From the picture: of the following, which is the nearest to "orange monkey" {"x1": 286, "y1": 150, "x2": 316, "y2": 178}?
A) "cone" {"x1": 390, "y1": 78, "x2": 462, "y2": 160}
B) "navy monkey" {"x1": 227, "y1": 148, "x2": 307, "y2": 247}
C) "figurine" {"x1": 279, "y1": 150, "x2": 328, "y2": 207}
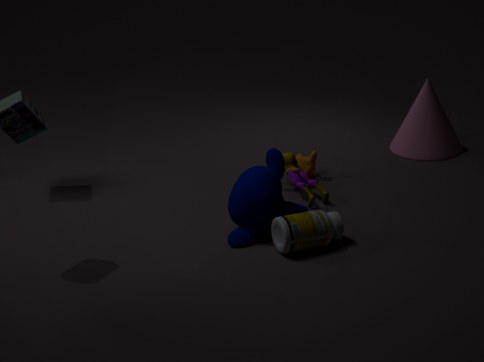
"figurine" {"x1": 279, "y1": 150, "x2": 328, "y2": 207}
